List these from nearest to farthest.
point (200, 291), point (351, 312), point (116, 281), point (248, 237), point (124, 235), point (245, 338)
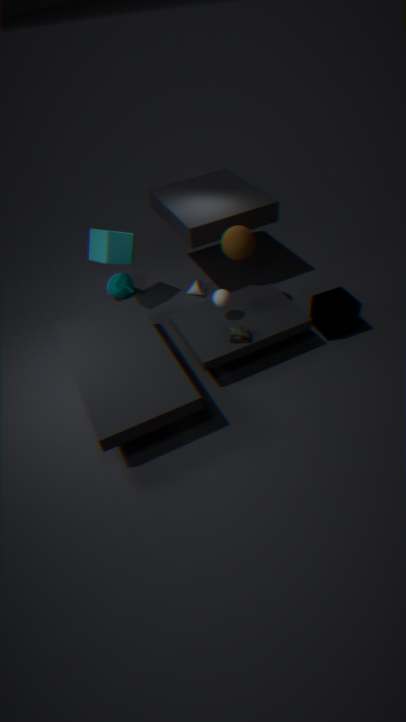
point (245, 338) → point (351, 312) → point (248, 237) → point (124, 235) → point (200, 291) → point (116, 281)
